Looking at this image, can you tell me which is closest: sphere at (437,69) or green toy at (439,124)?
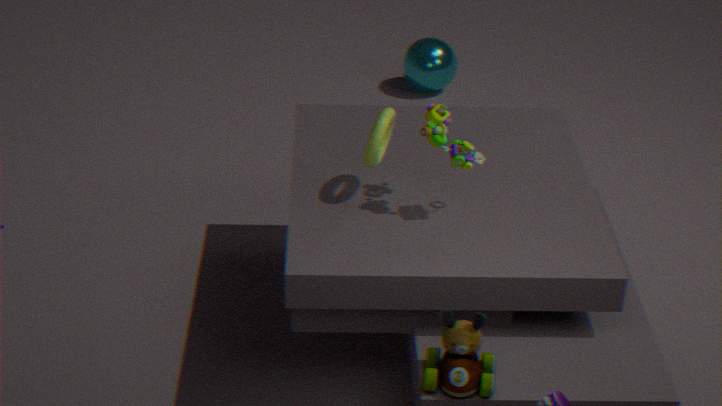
green toy at (439,124)
